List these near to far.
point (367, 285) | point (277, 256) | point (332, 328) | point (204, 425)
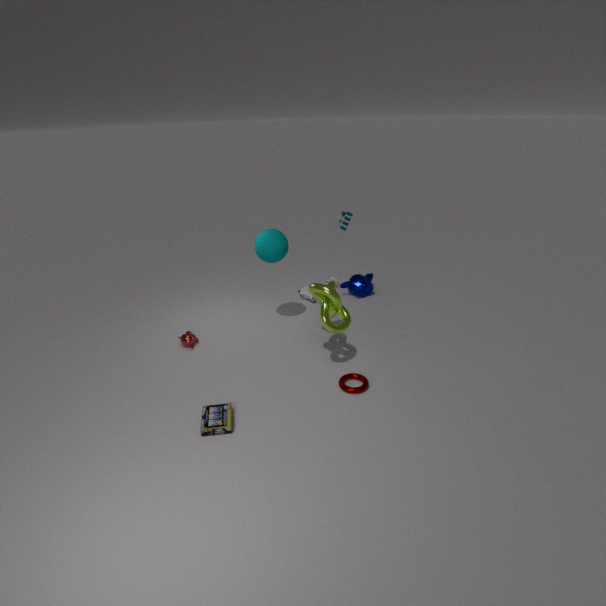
point (204, 425)
point (332, 328)
point (277, 256)
point (367, 285)
